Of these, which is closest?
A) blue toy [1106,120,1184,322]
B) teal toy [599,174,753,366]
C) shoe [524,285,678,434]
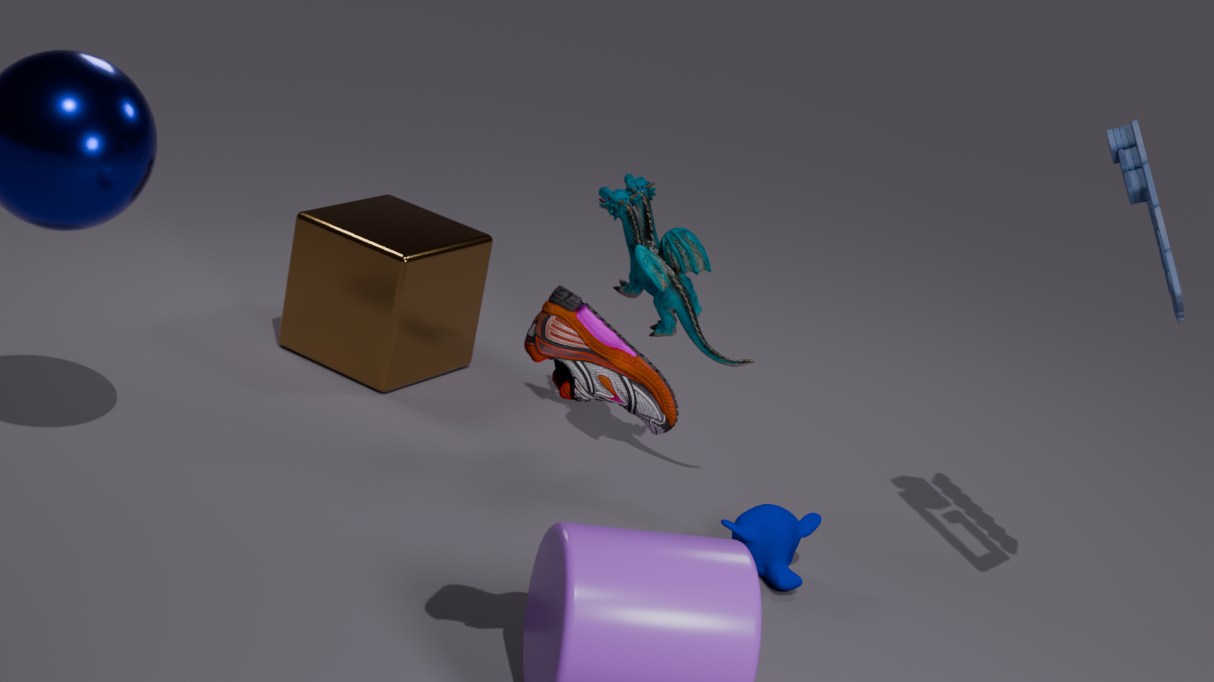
shoe [524,285,678,434]
